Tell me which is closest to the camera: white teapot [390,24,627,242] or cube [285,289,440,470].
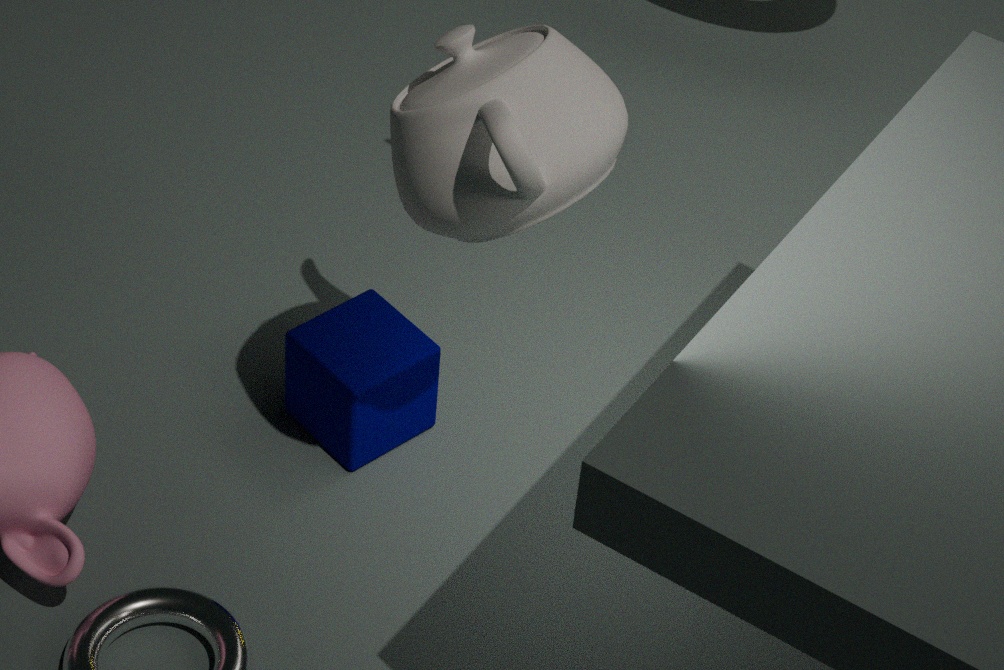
white teapot [390,24,627,242]
